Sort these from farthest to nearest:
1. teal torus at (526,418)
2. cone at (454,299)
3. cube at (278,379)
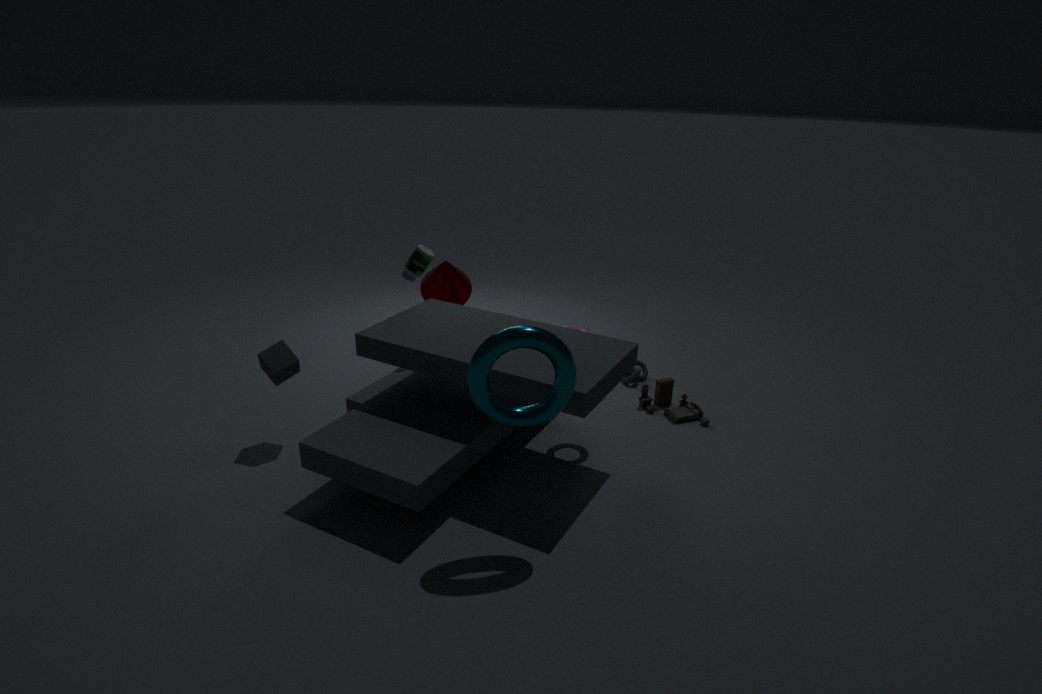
1. cone at (454,299)
2. cube at (278,379)
3. teal torus at (526,418)
